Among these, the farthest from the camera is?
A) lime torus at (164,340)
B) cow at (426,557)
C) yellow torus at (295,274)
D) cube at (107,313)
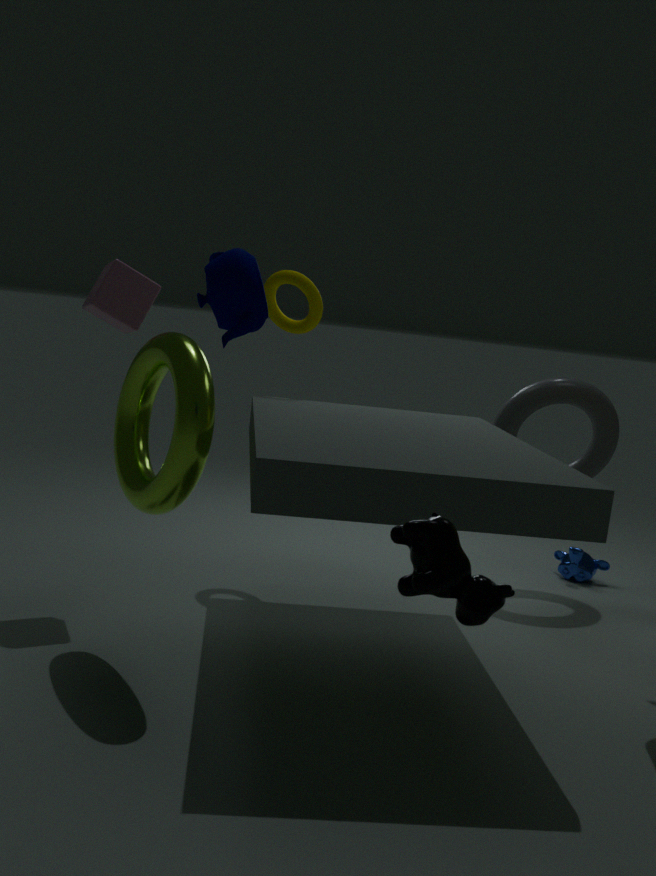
yellow torus at (295,274)
